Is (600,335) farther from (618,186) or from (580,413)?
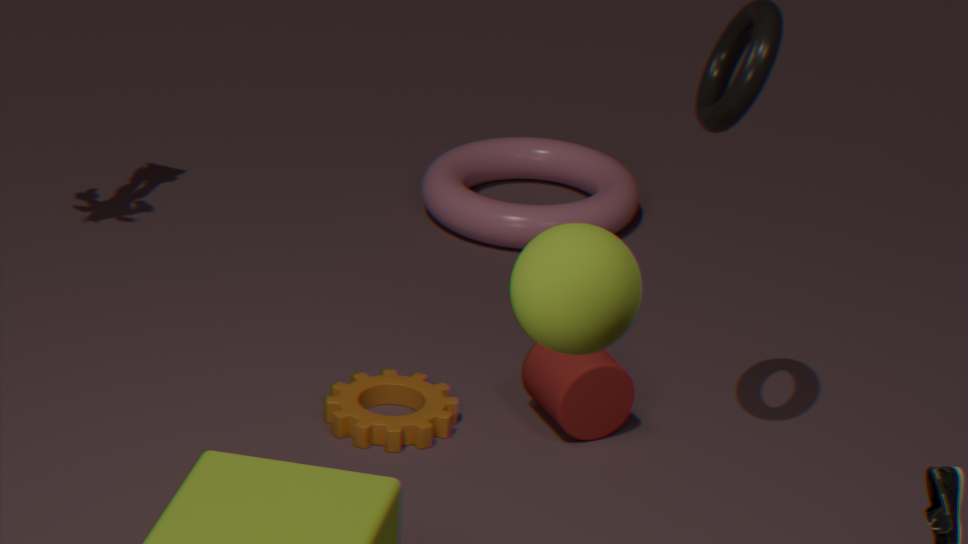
(618,186)
